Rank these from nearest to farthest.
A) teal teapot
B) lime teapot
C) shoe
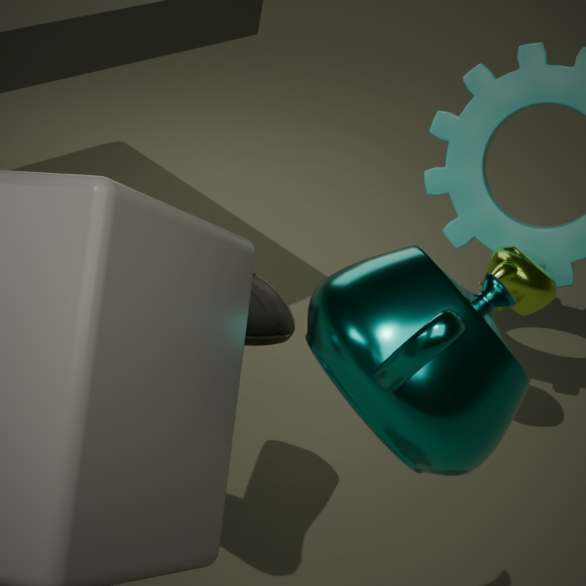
teal teapot < shoe < lime teapot
